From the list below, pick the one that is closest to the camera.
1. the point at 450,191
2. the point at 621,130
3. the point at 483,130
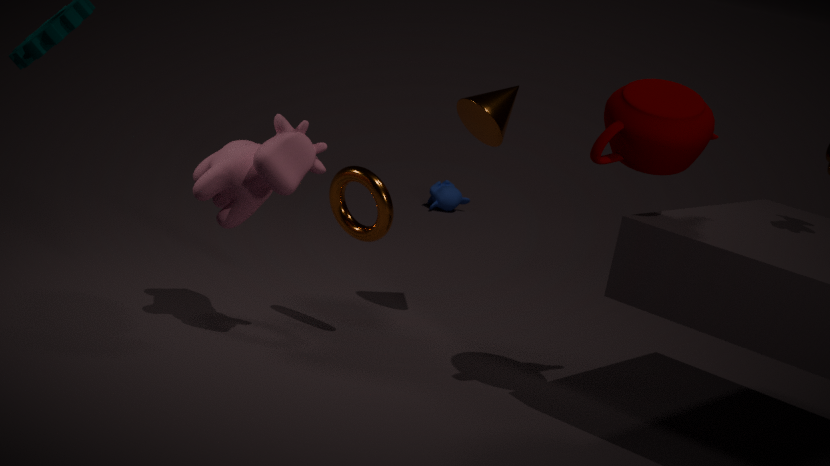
the point at 621,130
